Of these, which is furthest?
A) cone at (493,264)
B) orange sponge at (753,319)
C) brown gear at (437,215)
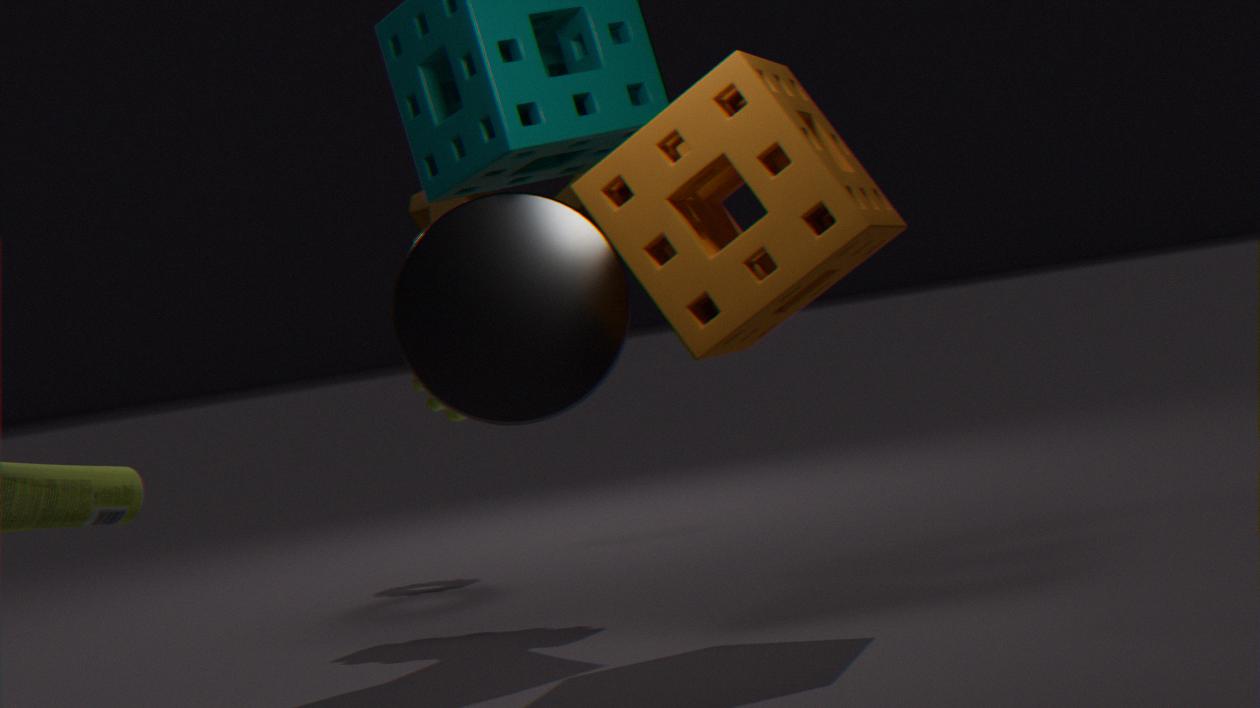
C. brown gear at (437,215)
